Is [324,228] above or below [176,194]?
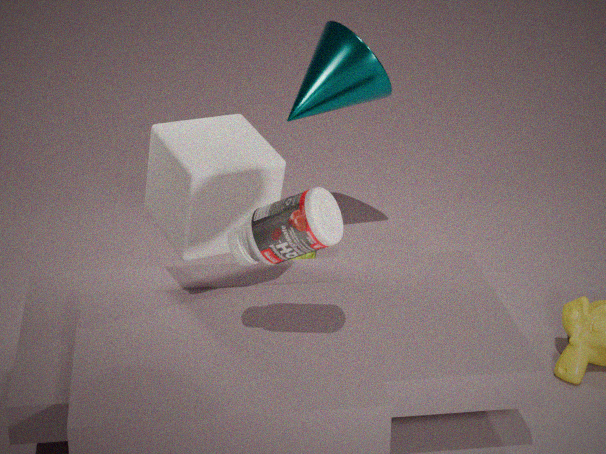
above
